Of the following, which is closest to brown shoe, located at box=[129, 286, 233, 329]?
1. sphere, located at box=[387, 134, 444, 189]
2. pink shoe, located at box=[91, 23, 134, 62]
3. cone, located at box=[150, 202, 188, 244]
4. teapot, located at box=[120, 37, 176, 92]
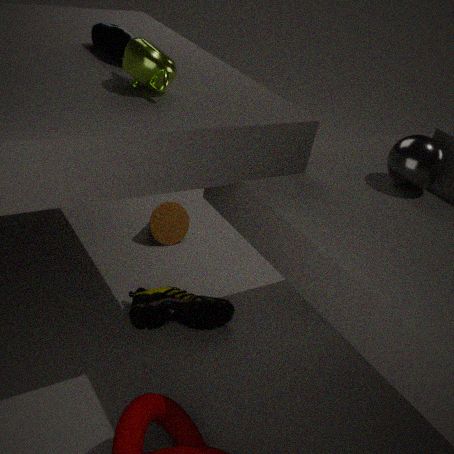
cone, located at box=[150, 202, 188, 244]
